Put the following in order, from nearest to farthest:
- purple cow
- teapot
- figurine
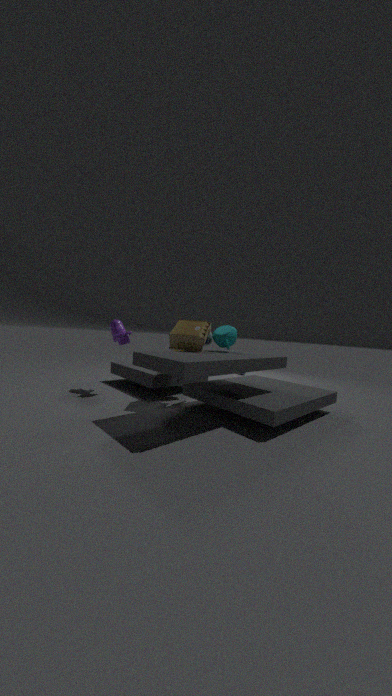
figurine < teapot < purple cow
